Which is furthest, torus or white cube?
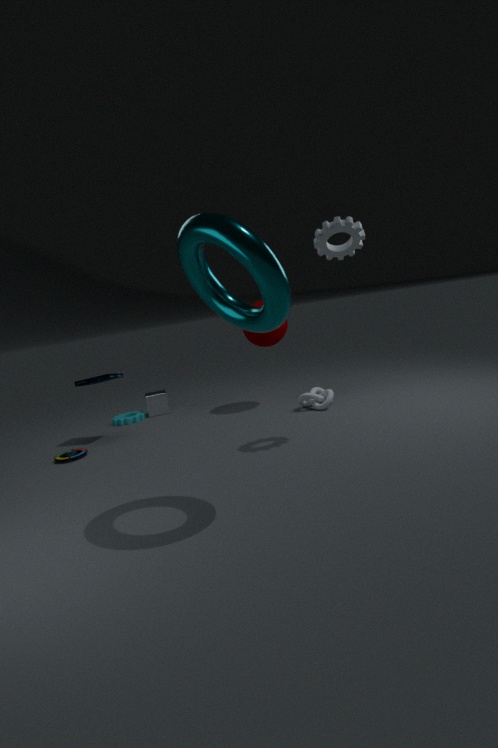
white cube
